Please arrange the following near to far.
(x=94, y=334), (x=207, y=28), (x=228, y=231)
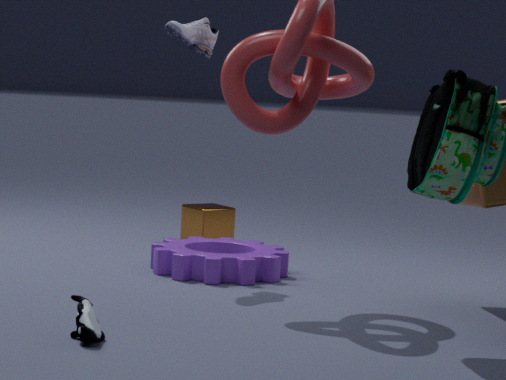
(x=94, y=334) → (x=207, y=28) → (x=228, y=231)
